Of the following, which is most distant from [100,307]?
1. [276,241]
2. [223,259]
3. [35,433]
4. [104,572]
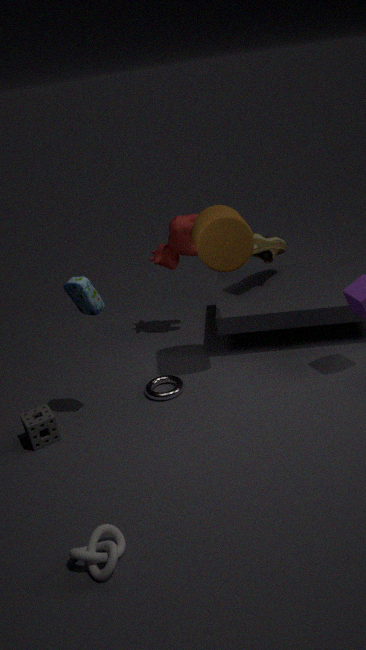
[276,241]
